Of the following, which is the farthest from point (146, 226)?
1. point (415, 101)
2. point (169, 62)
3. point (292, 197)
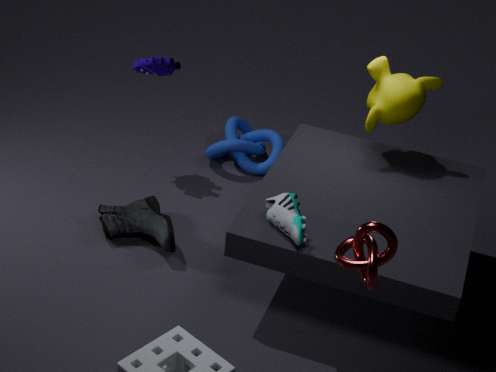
point (415, 101)
